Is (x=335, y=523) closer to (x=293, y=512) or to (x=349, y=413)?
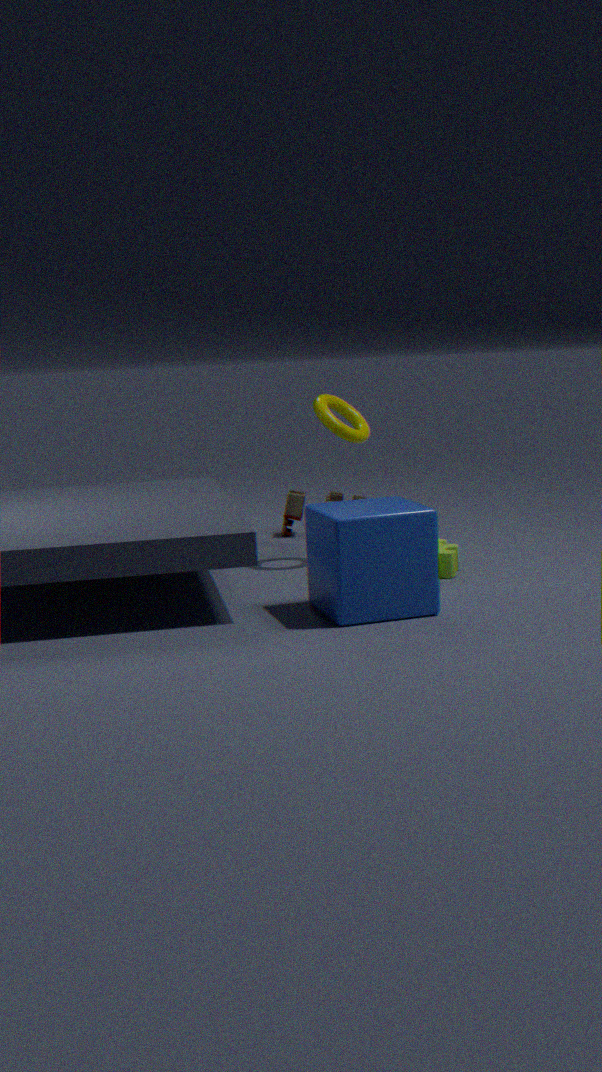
(x=349, y=413)
